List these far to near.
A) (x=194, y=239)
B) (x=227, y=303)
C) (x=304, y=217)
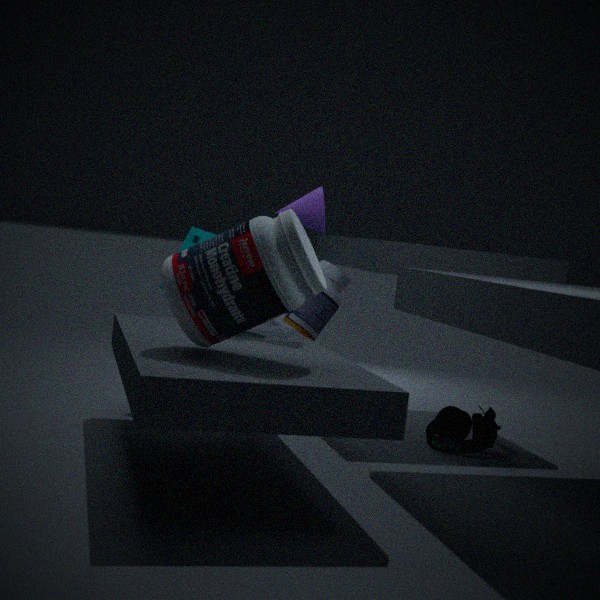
(x=194, y=239)
(x=304, y=217)
(x=227, y=303)
